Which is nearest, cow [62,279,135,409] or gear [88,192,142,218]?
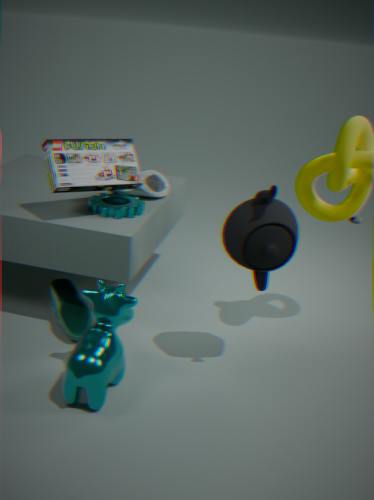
cow [62,279,135,409]
